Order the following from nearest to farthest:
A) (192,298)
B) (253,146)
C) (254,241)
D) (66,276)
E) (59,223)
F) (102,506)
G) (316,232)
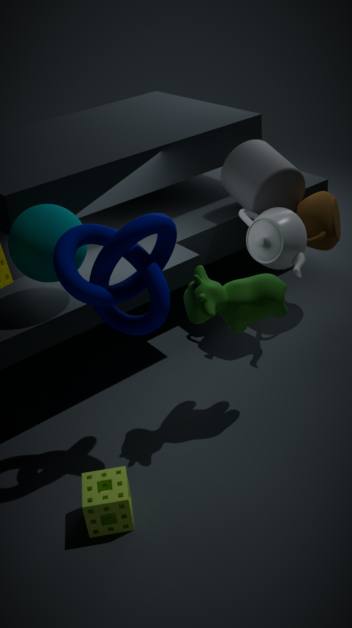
(66,276)
(102,506)
(192,298)
(59,223)
(254,241)
(316,232)
(253,146)
